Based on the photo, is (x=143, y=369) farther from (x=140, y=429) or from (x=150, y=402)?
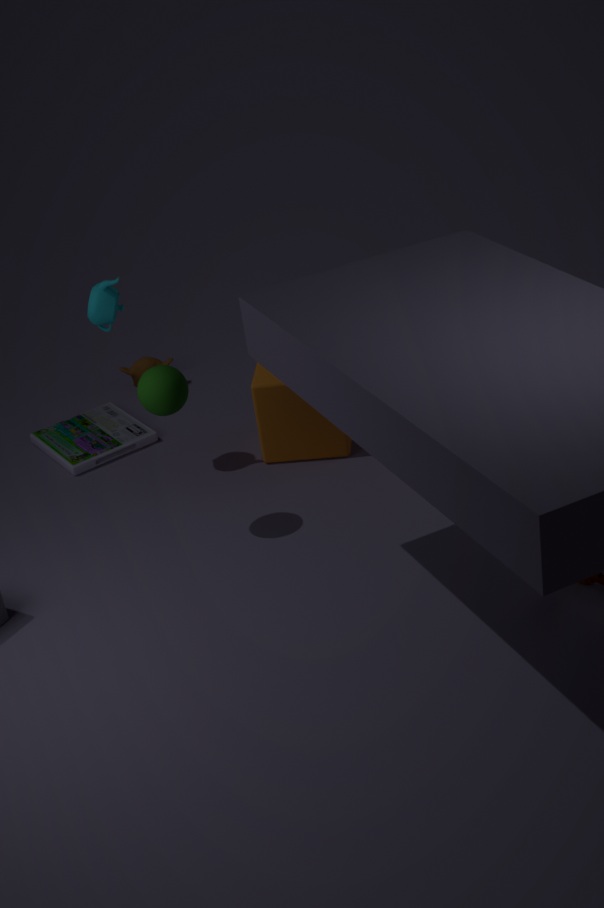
(x=150, y=402)
